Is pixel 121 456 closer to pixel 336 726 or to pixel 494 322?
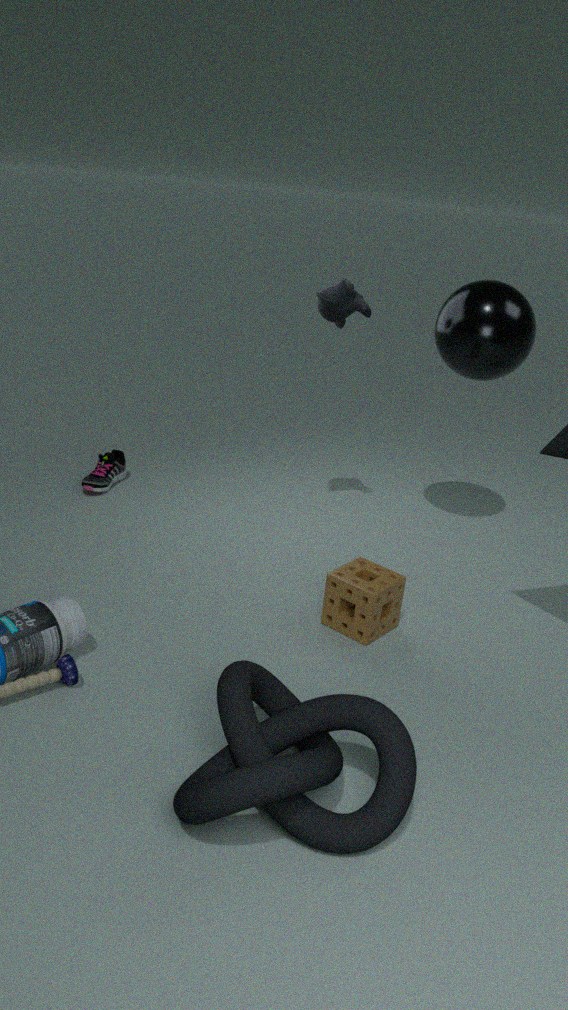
pixel 494 322
